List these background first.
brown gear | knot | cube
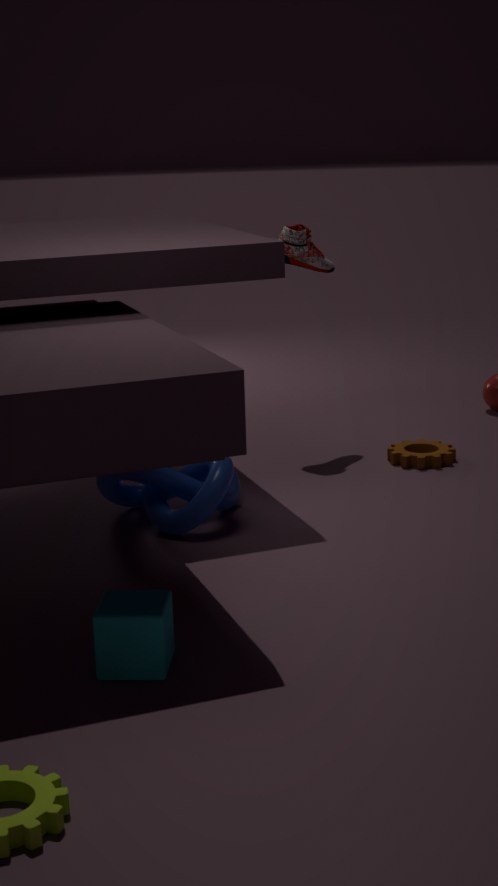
brown gear → knot → cube
